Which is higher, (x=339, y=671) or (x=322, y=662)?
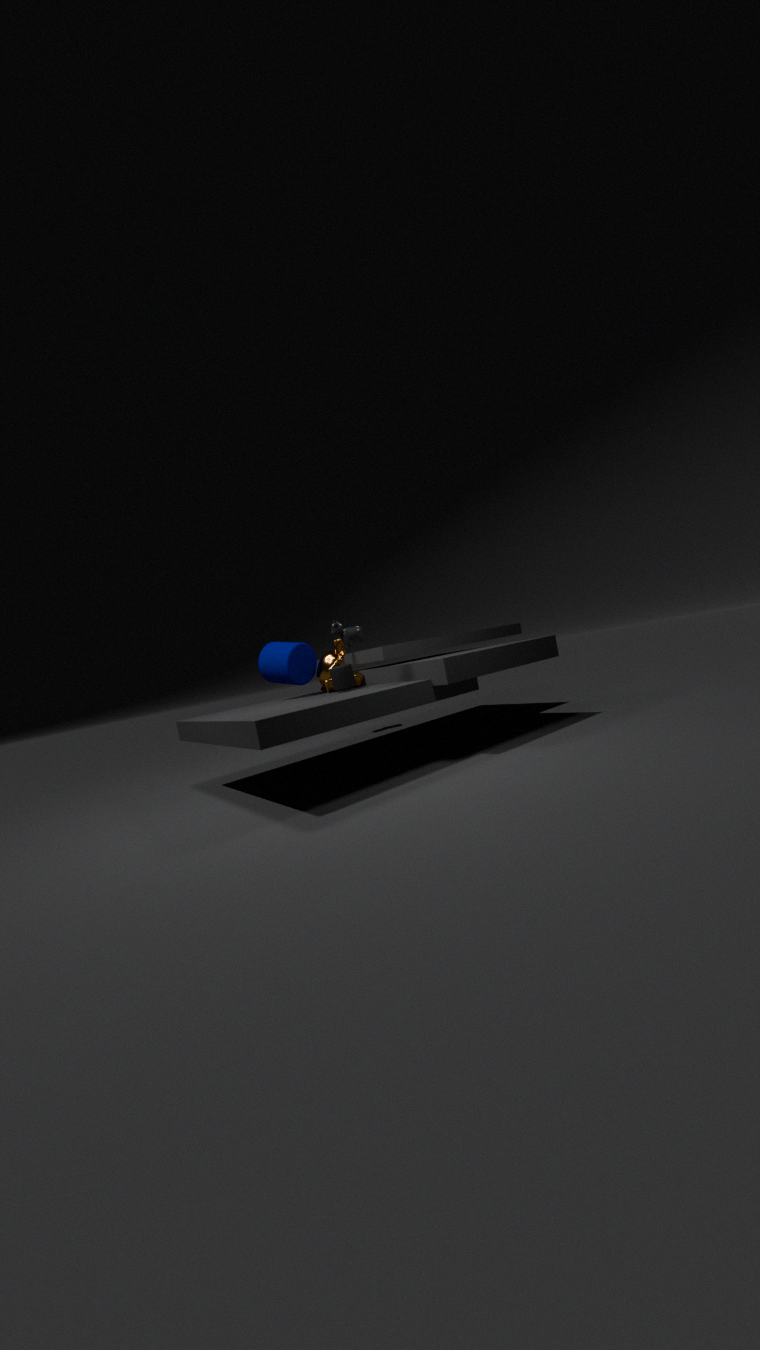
(x=322, y=662)
